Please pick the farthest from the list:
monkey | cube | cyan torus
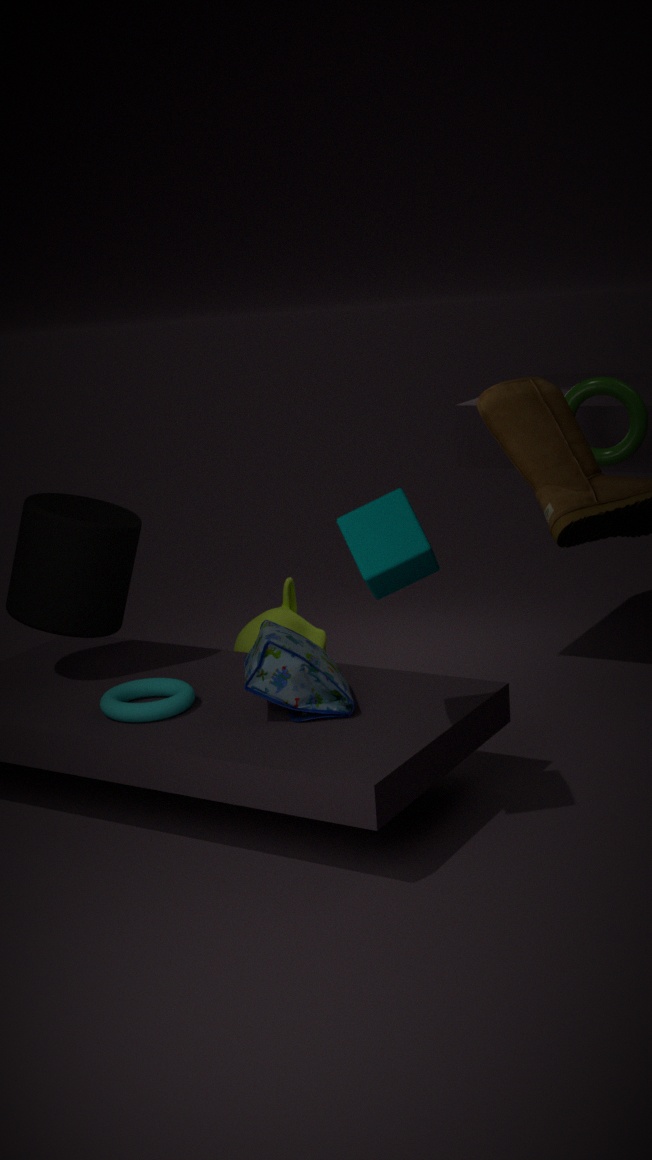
monkey
